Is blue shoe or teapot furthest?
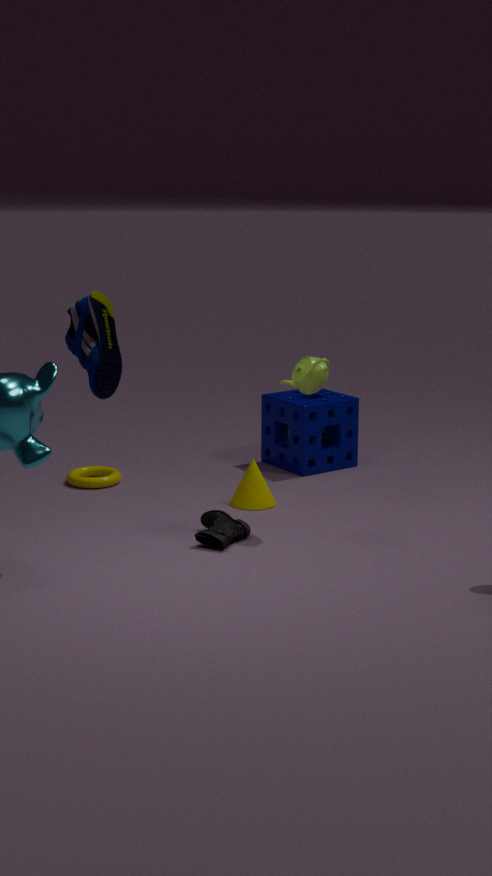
teapot
